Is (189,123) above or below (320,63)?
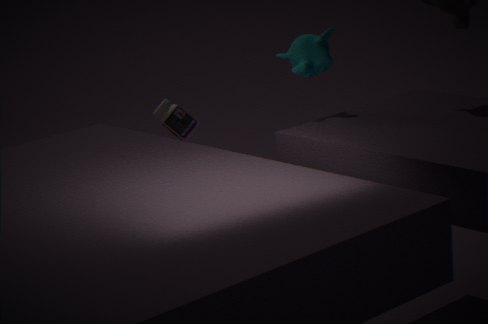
below
